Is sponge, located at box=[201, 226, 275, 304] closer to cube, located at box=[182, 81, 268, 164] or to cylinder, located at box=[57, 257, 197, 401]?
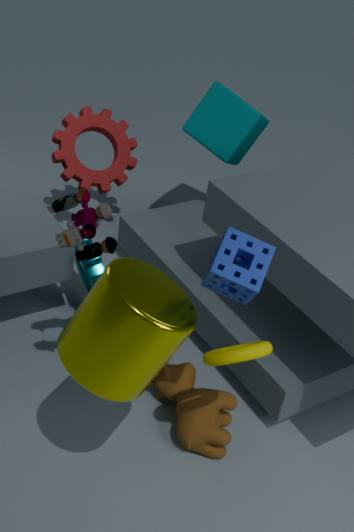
cylinder, located at box=[57, 257, 197, 401]
